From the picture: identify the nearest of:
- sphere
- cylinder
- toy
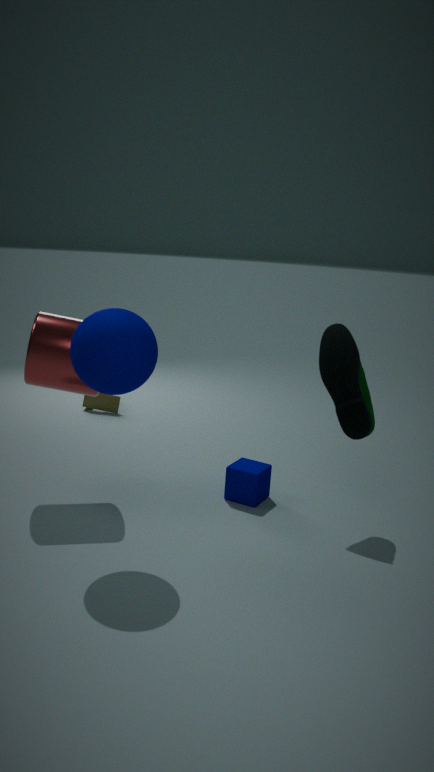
sphere
